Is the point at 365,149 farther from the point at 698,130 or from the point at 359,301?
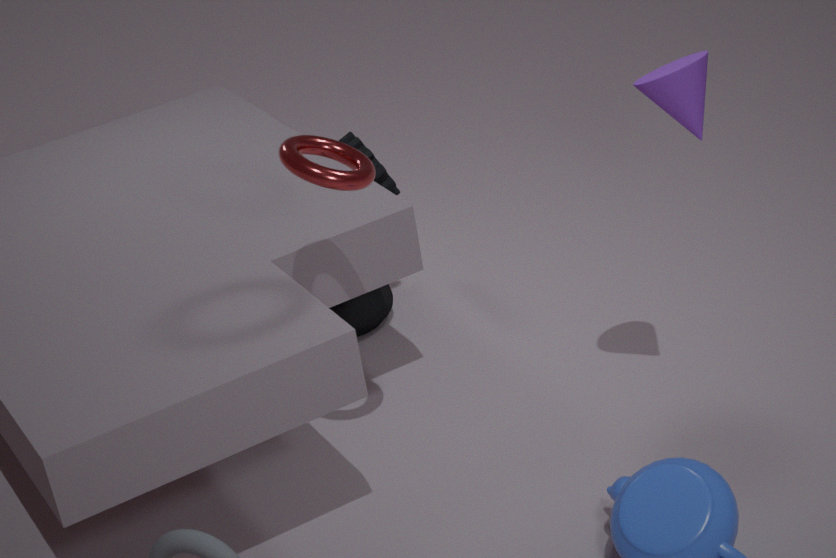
the point at 698,130
